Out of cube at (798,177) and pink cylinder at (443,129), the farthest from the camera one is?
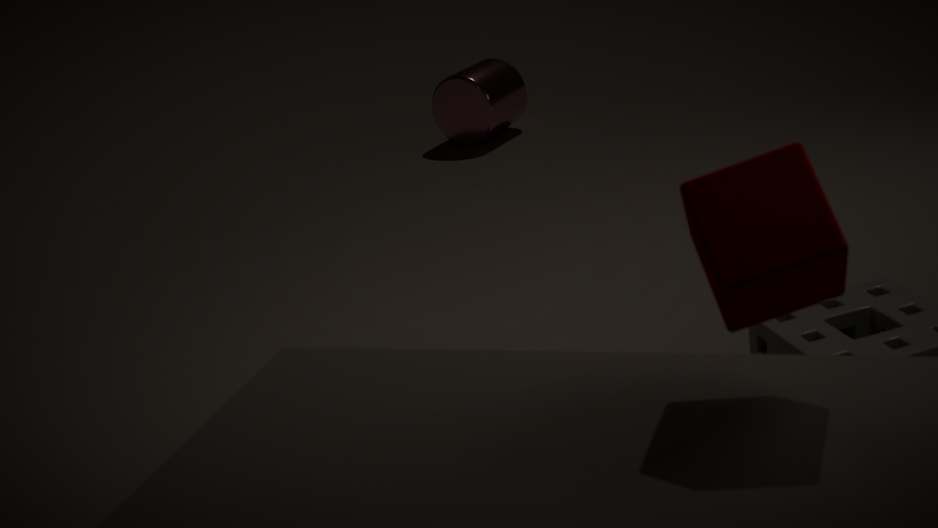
pink cylinder at (443,129)
